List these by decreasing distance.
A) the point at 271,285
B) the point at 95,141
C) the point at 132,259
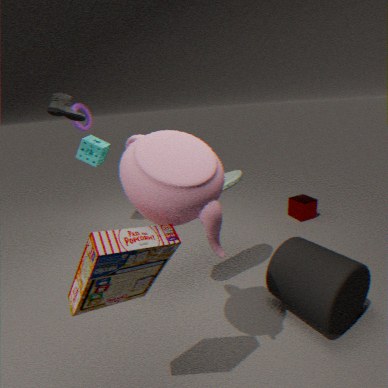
the point at 95,141, the point at 271,285, the point at 132,259
